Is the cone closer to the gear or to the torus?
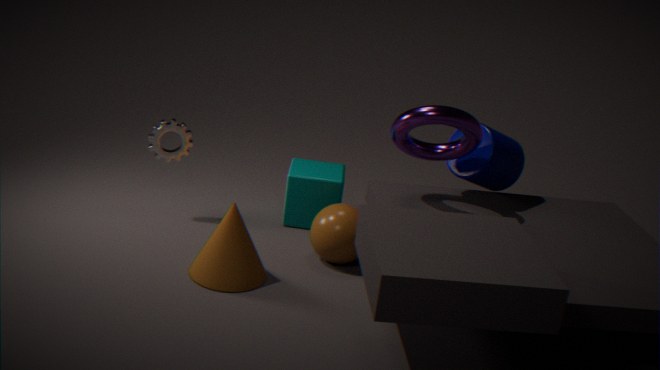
the gear
